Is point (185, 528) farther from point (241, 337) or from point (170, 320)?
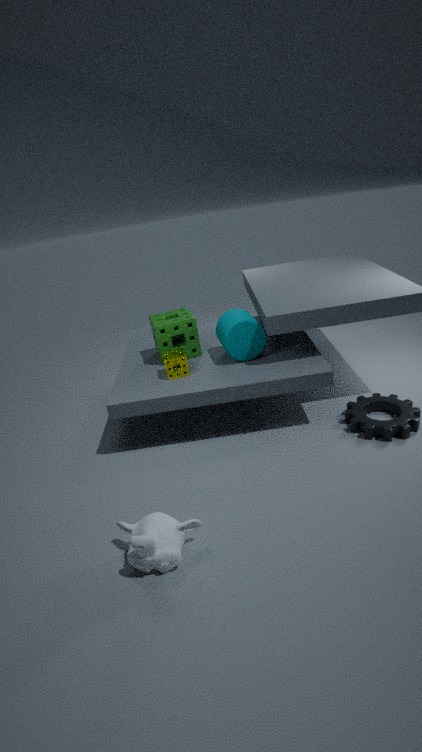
point (170, 320)
